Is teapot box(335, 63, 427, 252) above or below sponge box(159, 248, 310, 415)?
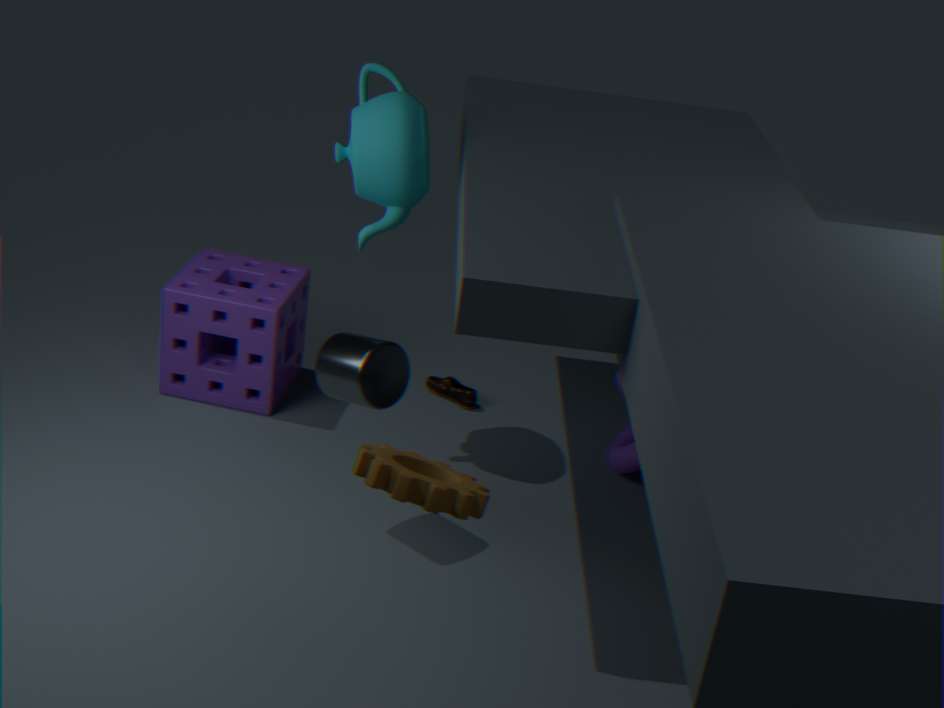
above
